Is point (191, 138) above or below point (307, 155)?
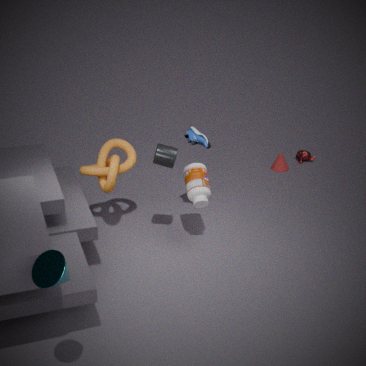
above
